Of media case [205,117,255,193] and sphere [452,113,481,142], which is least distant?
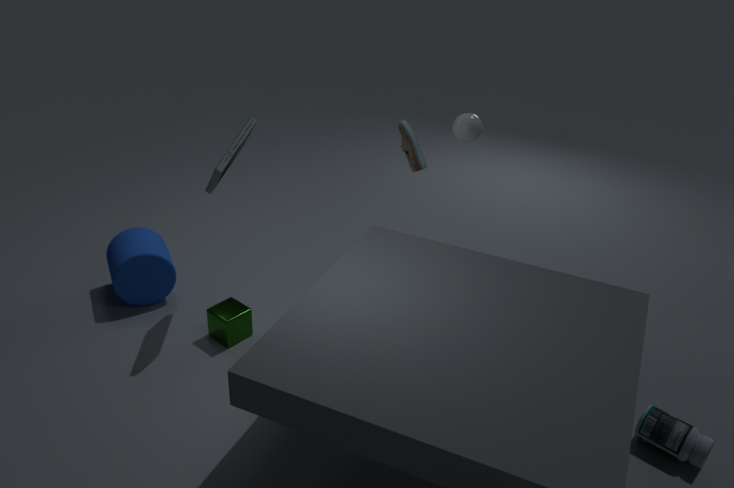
media case [205,117,255,193]
